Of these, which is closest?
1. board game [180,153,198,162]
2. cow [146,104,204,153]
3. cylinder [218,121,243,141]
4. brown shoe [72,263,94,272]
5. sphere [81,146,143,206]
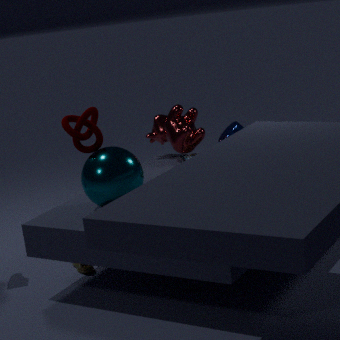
sphere [81,146,143,206]
